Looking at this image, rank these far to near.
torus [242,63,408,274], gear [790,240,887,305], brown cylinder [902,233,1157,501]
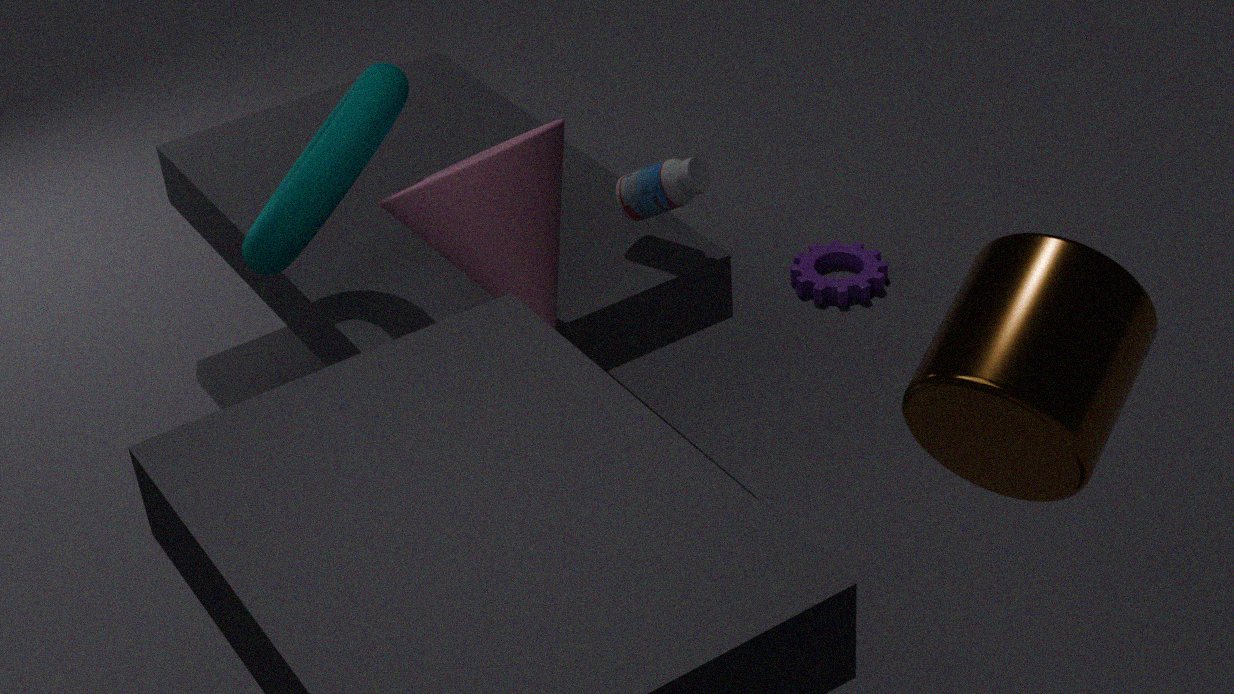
gear [790,240,887,305]
torus [242,63,408,274]
brown cylinder [902,233,1157,501]
